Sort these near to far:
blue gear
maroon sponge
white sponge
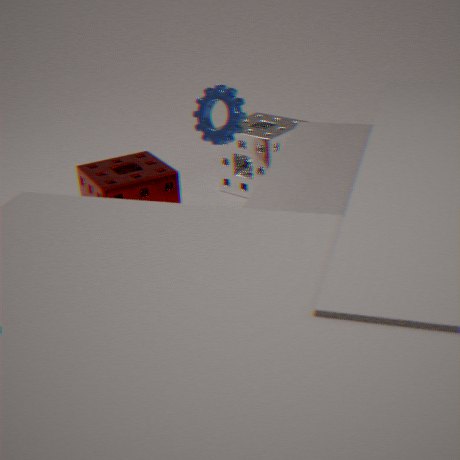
maroon sponge → blue gear → white sponge
